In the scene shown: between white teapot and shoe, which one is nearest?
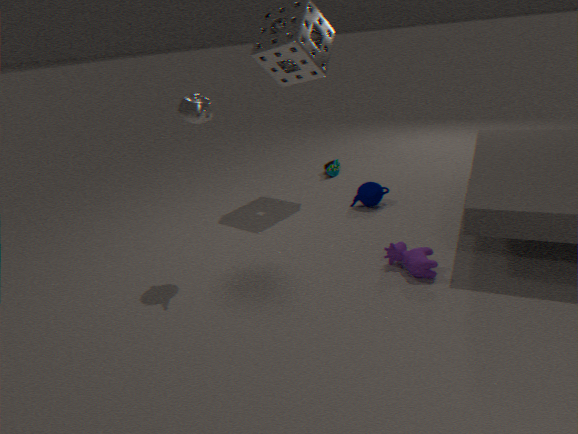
white teapot
